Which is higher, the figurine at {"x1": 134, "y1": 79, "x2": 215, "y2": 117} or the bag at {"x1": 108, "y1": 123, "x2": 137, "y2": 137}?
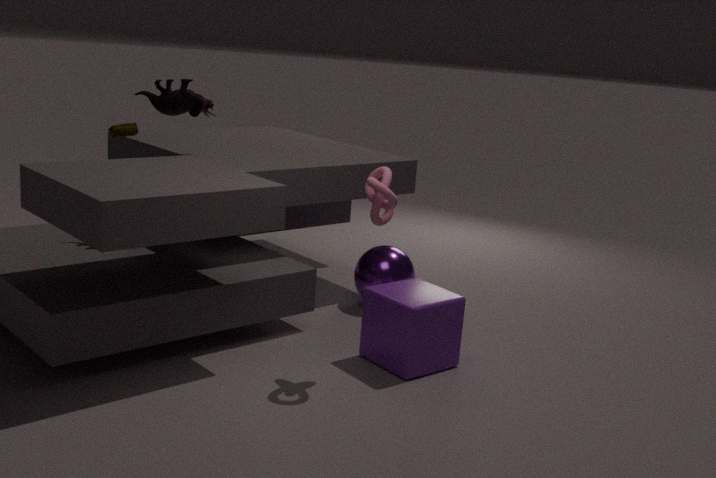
the figurine at {"x1": 134, "y1": 79, "x2": 215, "y2": 117}
